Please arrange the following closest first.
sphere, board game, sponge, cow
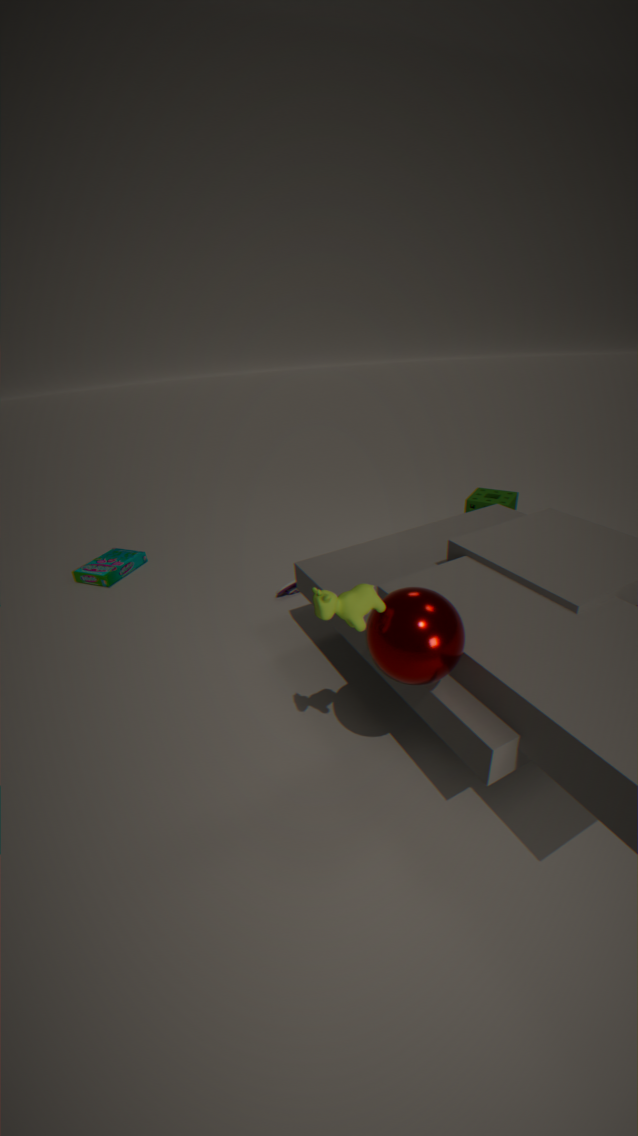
sphere < cow < board game < sponge
